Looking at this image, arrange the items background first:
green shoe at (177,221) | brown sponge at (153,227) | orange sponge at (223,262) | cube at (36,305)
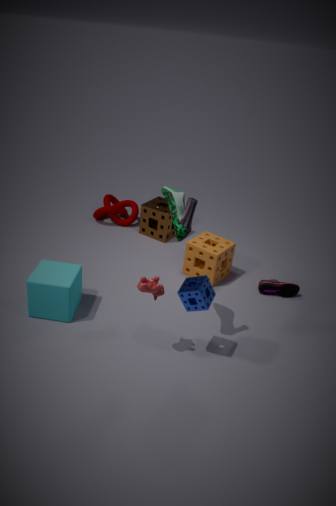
brown sponge at (153,227)
orange sponge at (223,262)
cube at (36,305)
green shoe at (177,221)
